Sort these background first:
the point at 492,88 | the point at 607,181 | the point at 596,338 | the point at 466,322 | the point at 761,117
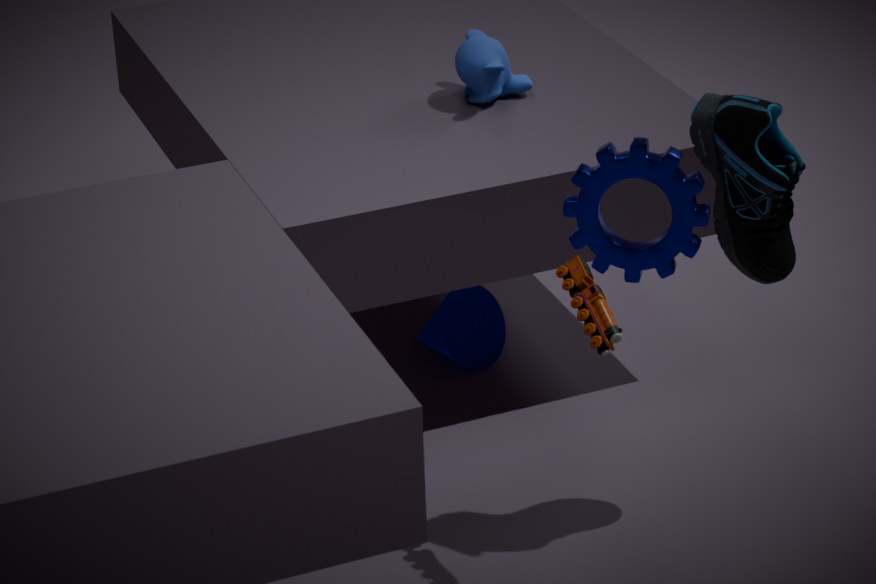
1. the point at 466,322
2. the point at 492,88
3. the point at 596,338
4. the point at 761,117
5. the point at 607,181
